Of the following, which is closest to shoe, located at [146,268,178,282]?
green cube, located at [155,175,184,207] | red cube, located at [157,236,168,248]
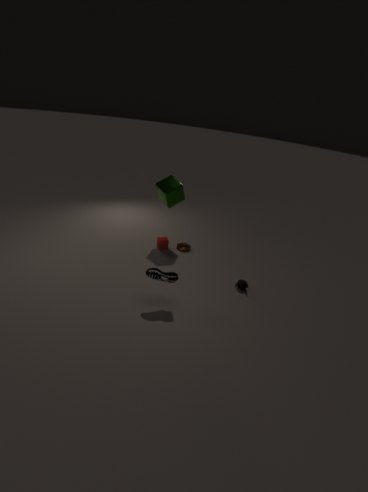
red cube, located at [157,236,168,248]
